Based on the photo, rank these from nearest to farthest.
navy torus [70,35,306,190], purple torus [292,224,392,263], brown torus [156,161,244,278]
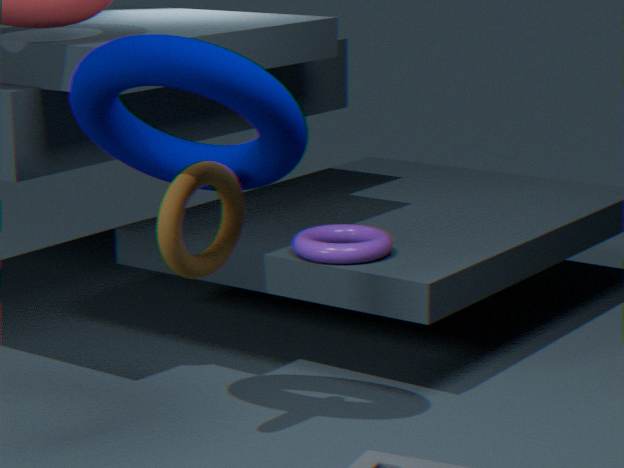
navy torus [70,35,306,190] → brown torus [156,161,244,278] → purple torus [292,224,392,263]
